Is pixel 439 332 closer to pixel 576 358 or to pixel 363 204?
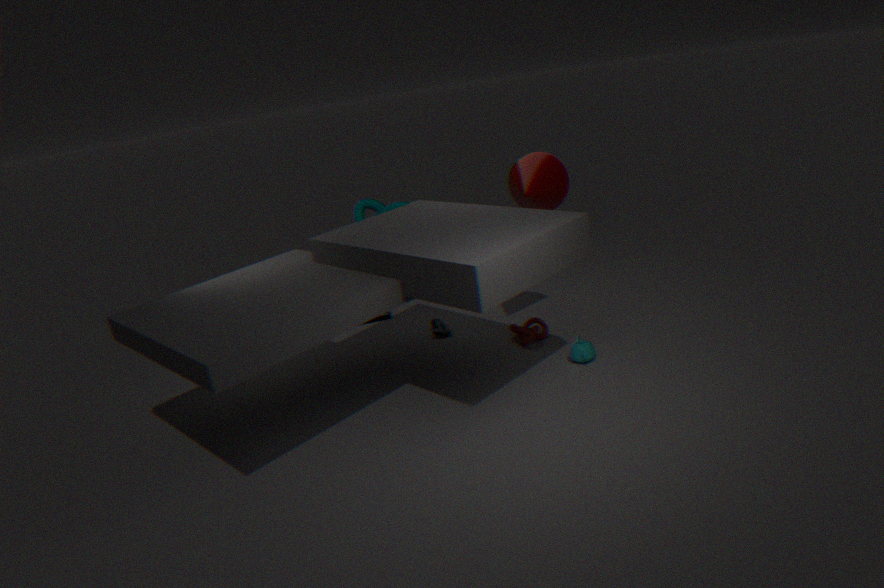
pixel 363 204
